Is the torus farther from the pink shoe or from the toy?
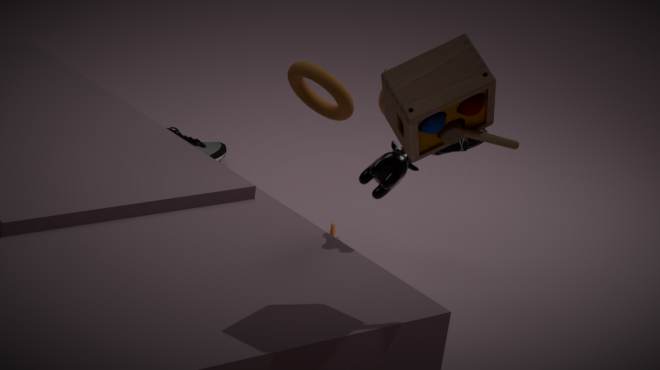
the toy
